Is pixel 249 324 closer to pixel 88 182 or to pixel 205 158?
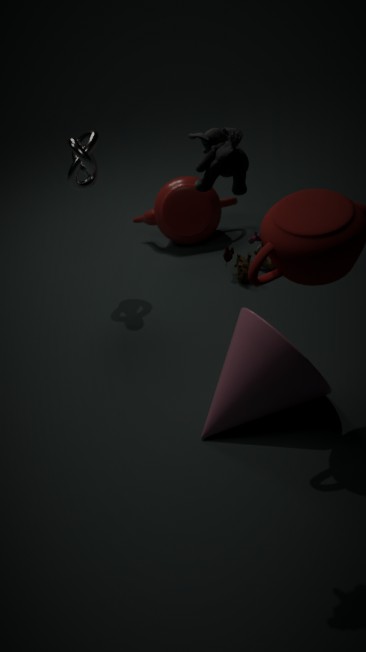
pixel 205 158
